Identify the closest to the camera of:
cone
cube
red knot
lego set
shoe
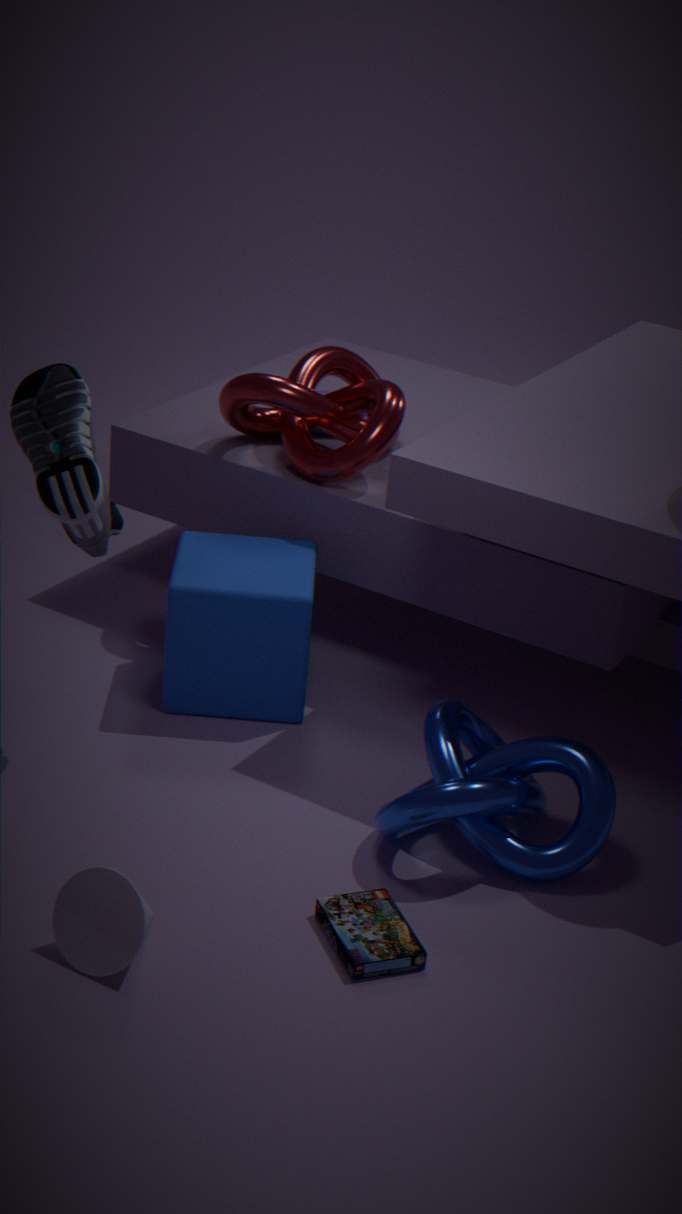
cone
